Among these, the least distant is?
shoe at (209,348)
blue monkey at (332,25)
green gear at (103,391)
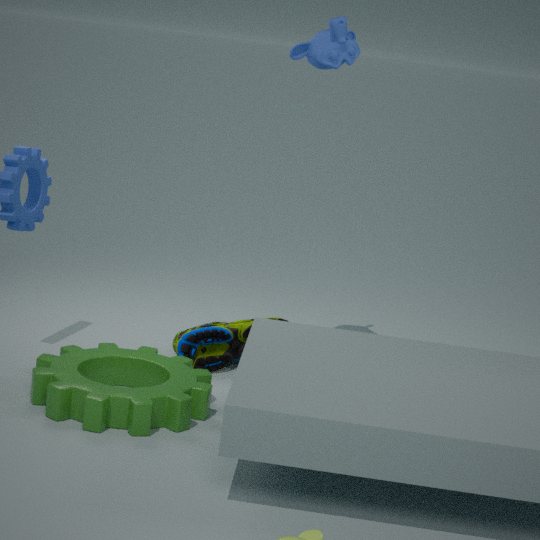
green gear at (103,391)
